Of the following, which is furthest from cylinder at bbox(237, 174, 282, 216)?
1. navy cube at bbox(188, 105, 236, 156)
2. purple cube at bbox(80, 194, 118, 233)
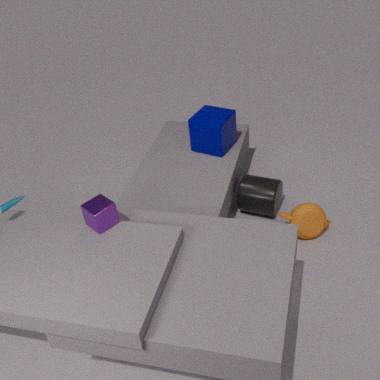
purple cube at bbox(80, 194, 118, 233)
